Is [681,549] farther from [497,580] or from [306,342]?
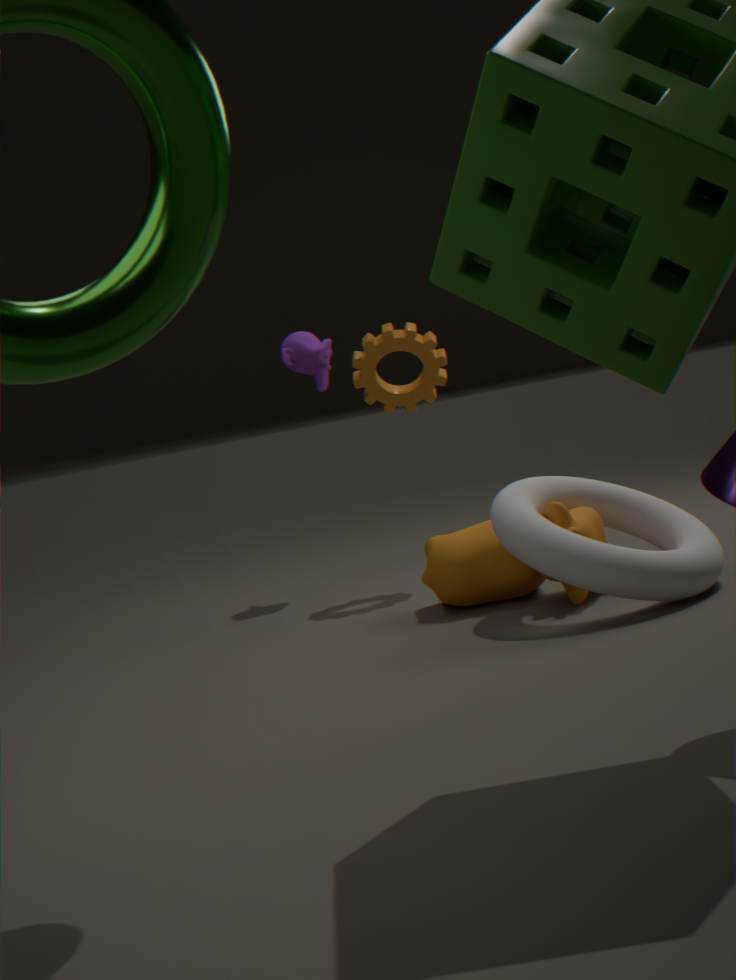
[306,342]
